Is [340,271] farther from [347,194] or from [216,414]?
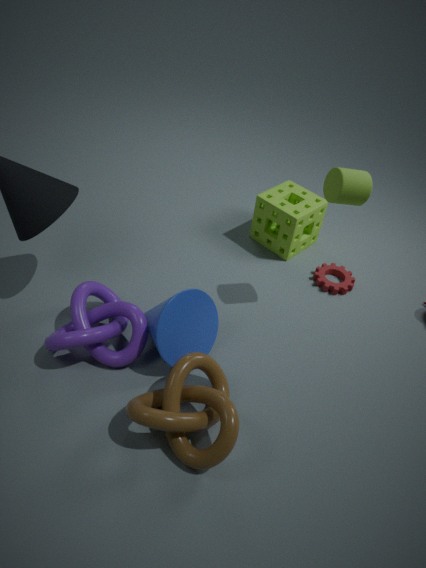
[216,414]
